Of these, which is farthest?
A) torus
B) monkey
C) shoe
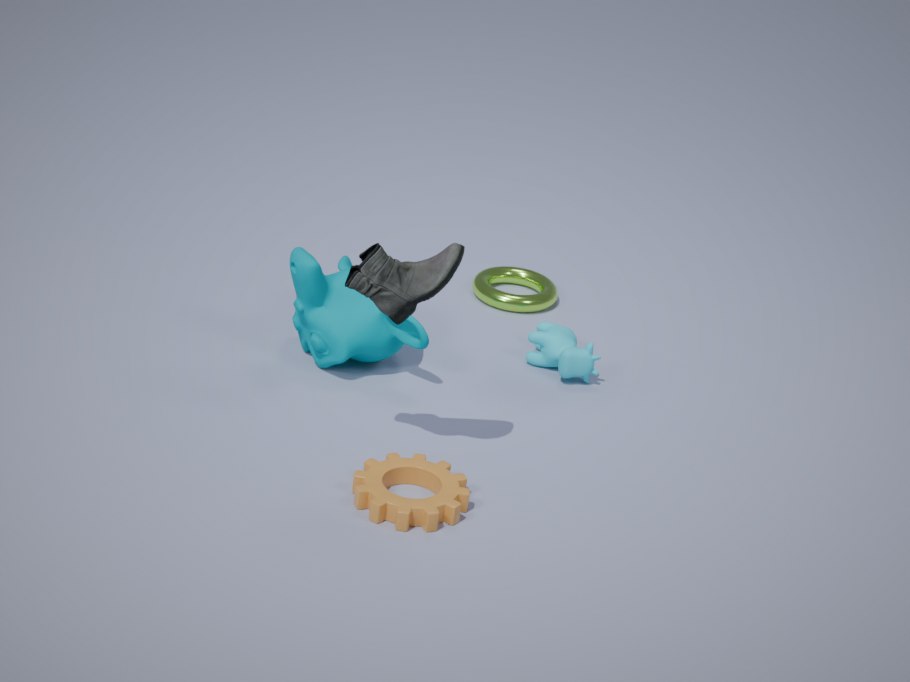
torus
